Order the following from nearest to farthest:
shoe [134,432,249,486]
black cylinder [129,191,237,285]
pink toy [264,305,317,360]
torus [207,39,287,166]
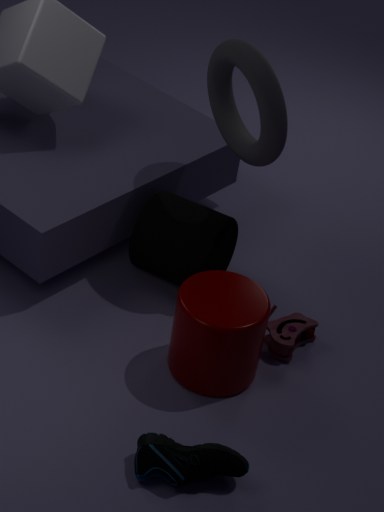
shoe [134,432,249,486] → torus [207,39,287,166] → pink toy [264,305,317,360] → black cylinder [129,191,237,285]
